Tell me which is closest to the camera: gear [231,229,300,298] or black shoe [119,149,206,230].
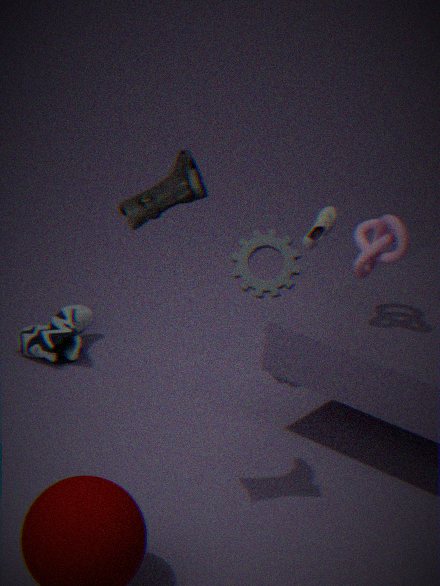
black shoe [119,149,206,230]
